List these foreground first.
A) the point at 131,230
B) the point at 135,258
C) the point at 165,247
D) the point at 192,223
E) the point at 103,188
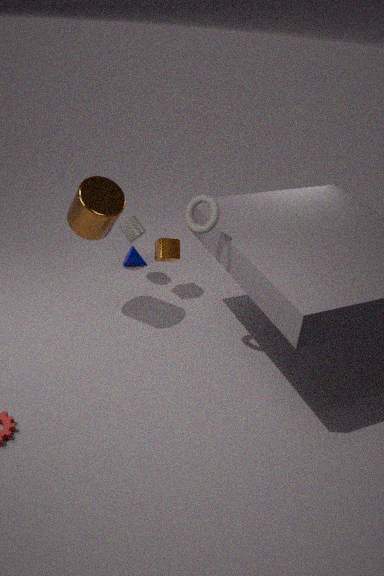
1. D. the point at 192,223
2. E. the point at 103,188
3. C. the point at 165,247
4. A. the point at 131,230
5. B. the point at 135,258
